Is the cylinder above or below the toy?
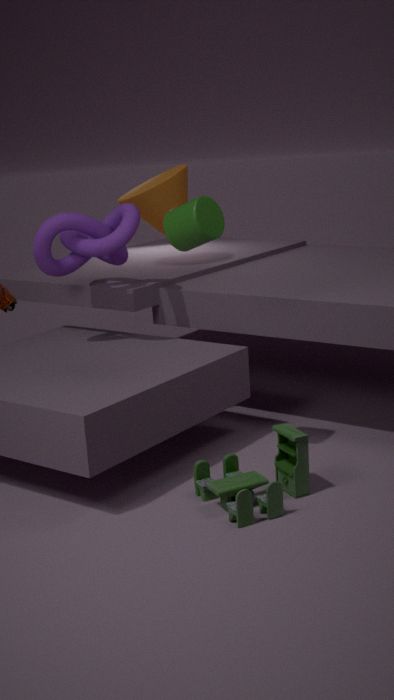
above
